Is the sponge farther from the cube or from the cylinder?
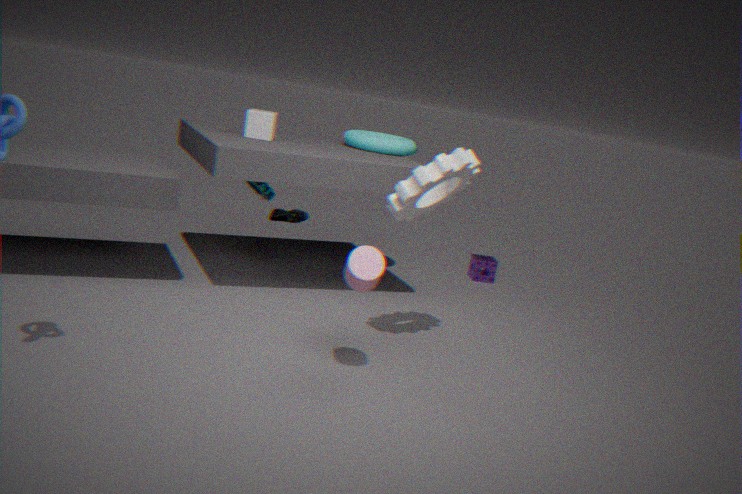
the cylinder
